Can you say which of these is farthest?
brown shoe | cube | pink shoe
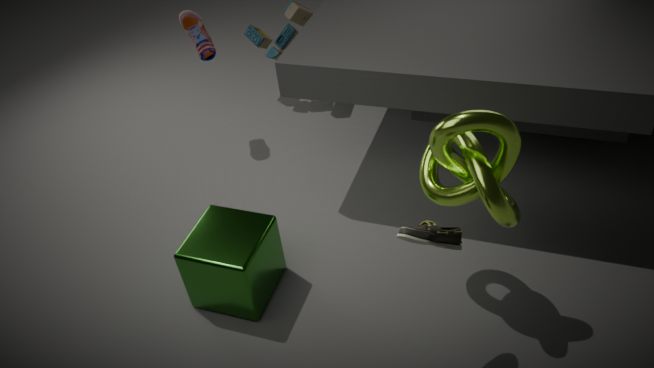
pink shoe
